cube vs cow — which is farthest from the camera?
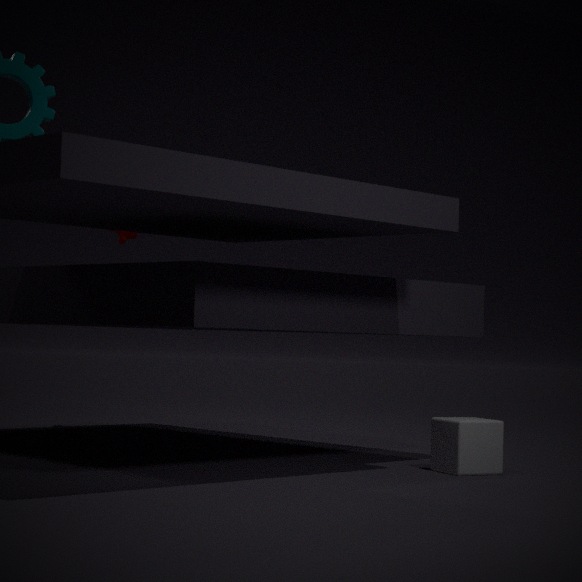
cow
